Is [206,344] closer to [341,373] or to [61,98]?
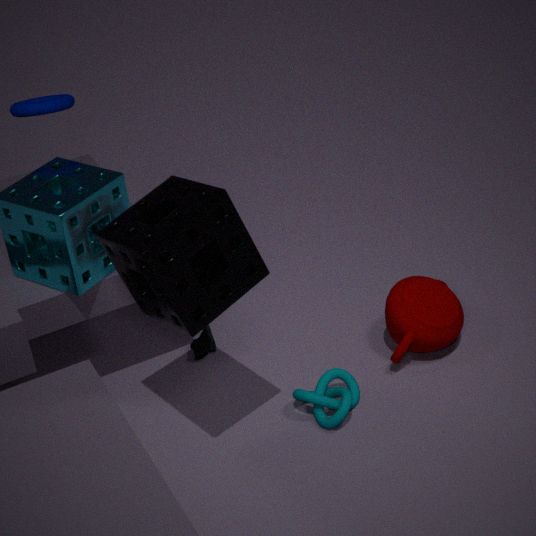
[341,373]
